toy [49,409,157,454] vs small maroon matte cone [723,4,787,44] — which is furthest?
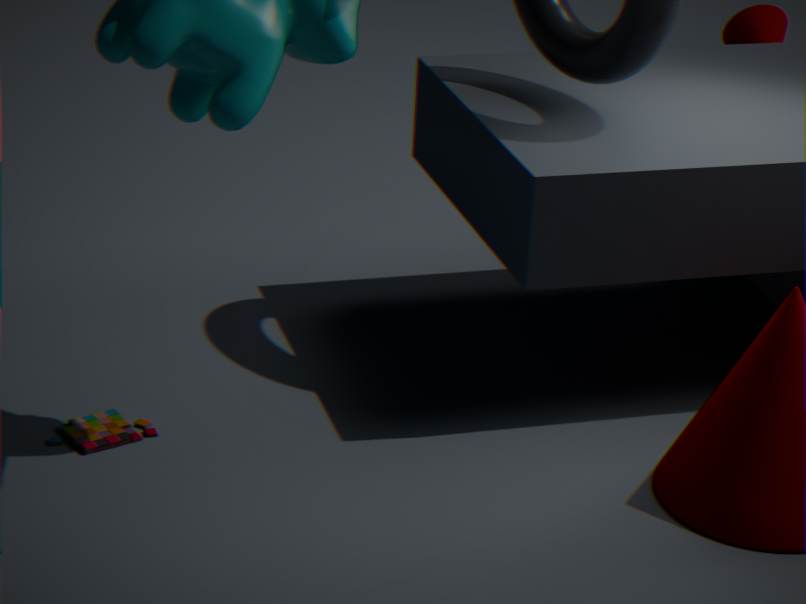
small maroon matte cone [723,4,787,44]
